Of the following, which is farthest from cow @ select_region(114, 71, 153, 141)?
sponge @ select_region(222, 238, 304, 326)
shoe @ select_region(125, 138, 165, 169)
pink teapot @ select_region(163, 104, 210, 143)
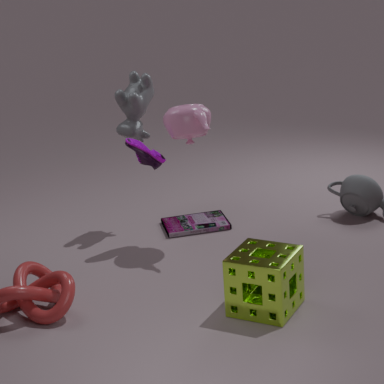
sponge @ select_region(222, 238, 304, 326)
